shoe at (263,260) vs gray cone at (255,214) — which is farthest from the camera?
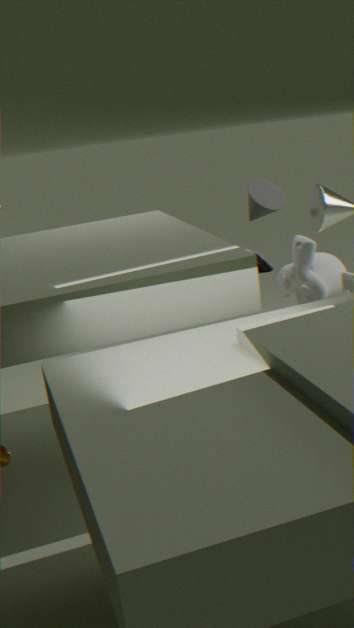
gray cone at (255,214)
